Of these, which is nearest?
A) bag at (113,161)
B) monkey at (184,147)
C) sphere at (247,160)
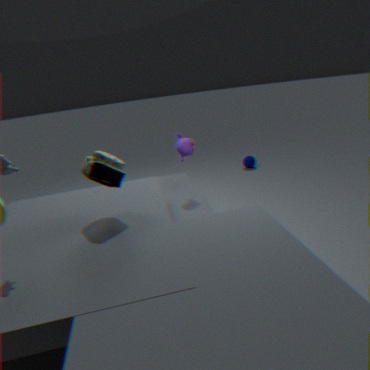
bag at (113,161)
